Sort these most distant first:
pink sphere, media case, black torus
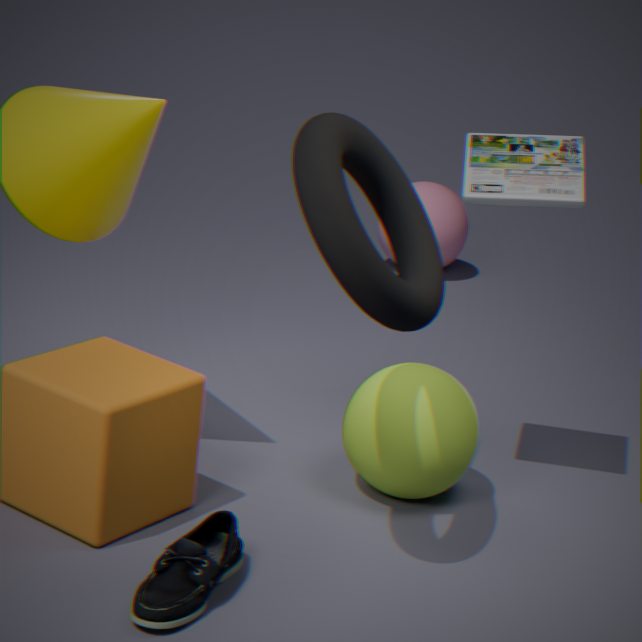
pink sphere, media case, black torus
